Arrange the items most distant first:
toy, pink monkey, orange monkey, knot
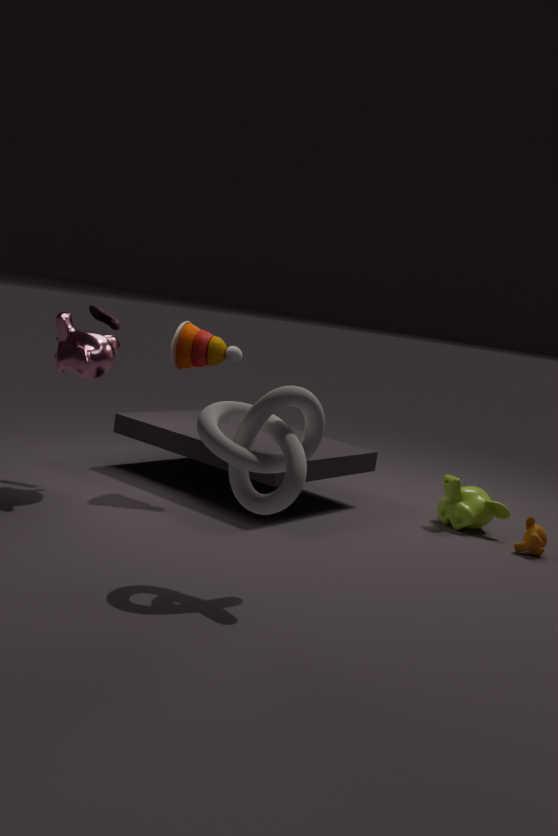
toy → orange monkey → pink monkey → knot
